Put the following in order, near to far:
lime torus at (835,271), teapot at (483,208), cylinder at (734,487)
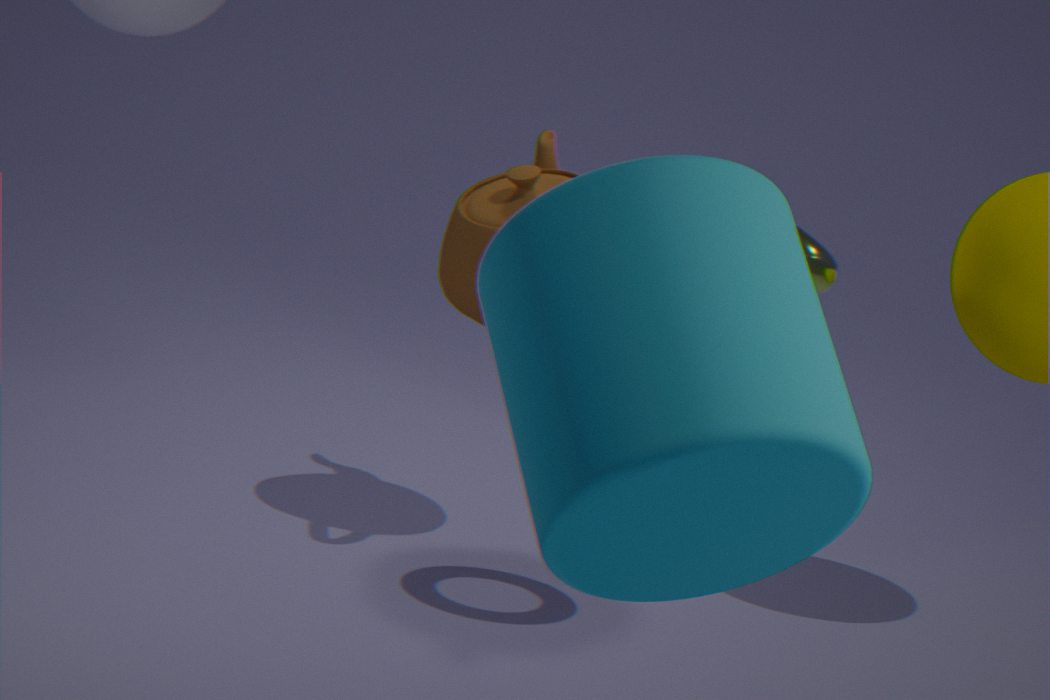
cylinder at (734,487)
lime torus at (835,271)
teapot at (483,208)
